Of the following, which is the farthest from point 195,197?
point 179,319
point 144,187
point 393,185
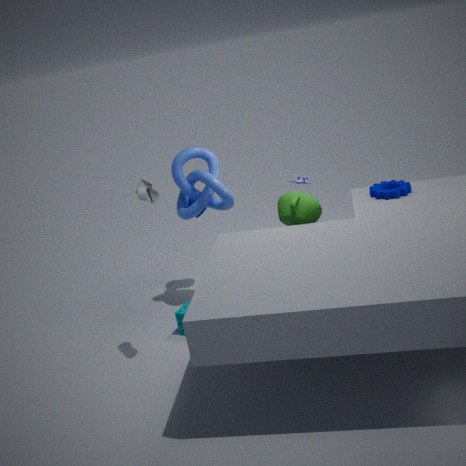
point 393,185
